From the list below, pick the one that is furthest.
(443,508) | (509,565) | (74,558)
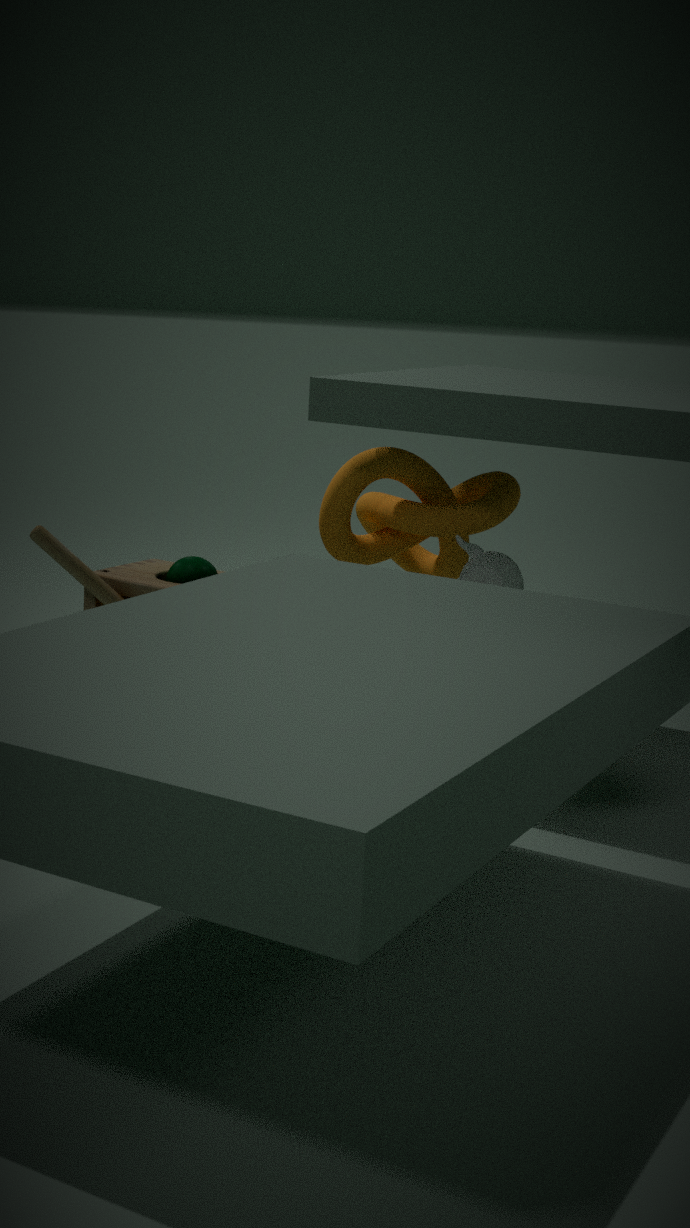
(443,508)
